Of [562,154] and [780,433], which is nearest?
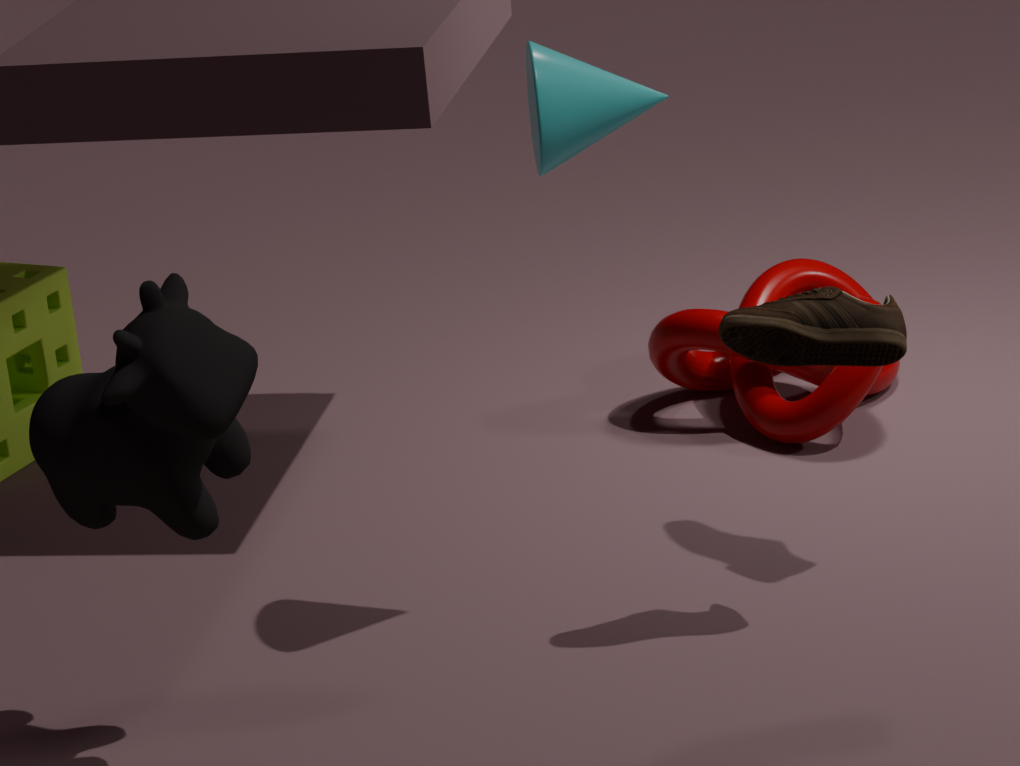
[562,154]
